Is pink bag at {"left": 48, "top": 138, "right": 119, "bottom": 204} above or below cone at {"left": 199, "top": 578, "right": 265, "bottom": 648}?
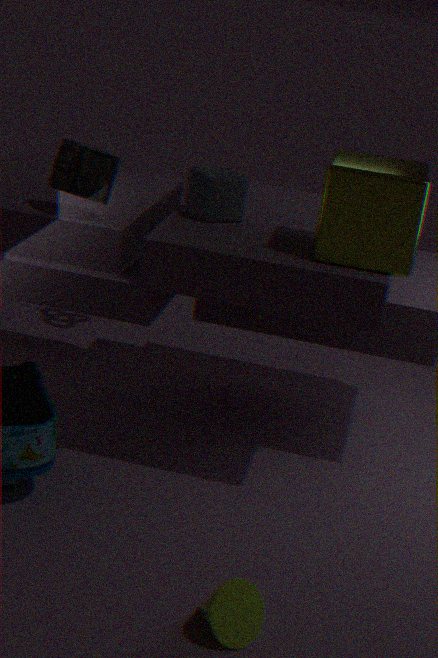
above
